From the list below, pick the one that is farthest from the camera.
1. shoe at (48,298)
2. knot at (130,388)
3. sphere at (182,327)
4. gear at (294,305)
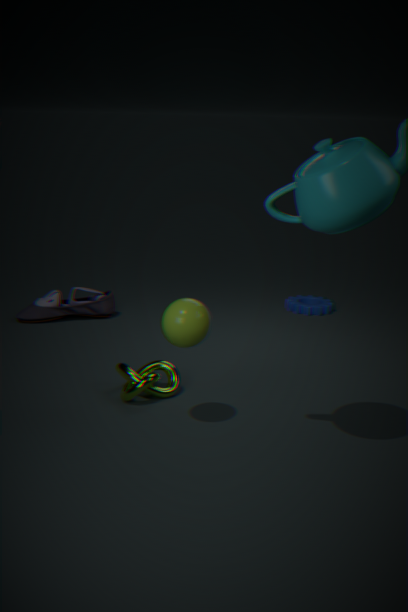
gear at (294,305)
